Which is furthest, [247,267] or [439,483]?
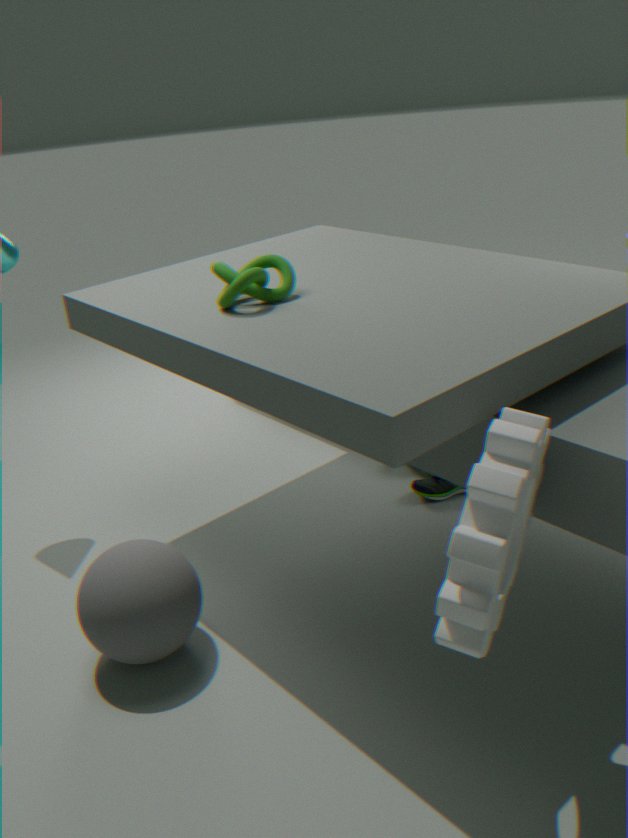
[439,483]
